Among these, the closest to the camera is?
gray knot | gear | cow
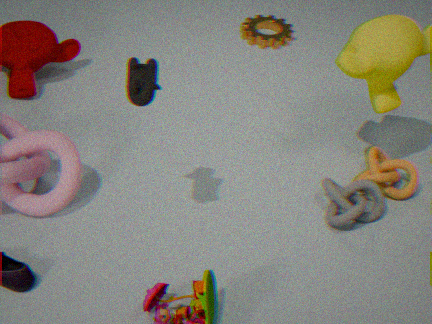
cow
